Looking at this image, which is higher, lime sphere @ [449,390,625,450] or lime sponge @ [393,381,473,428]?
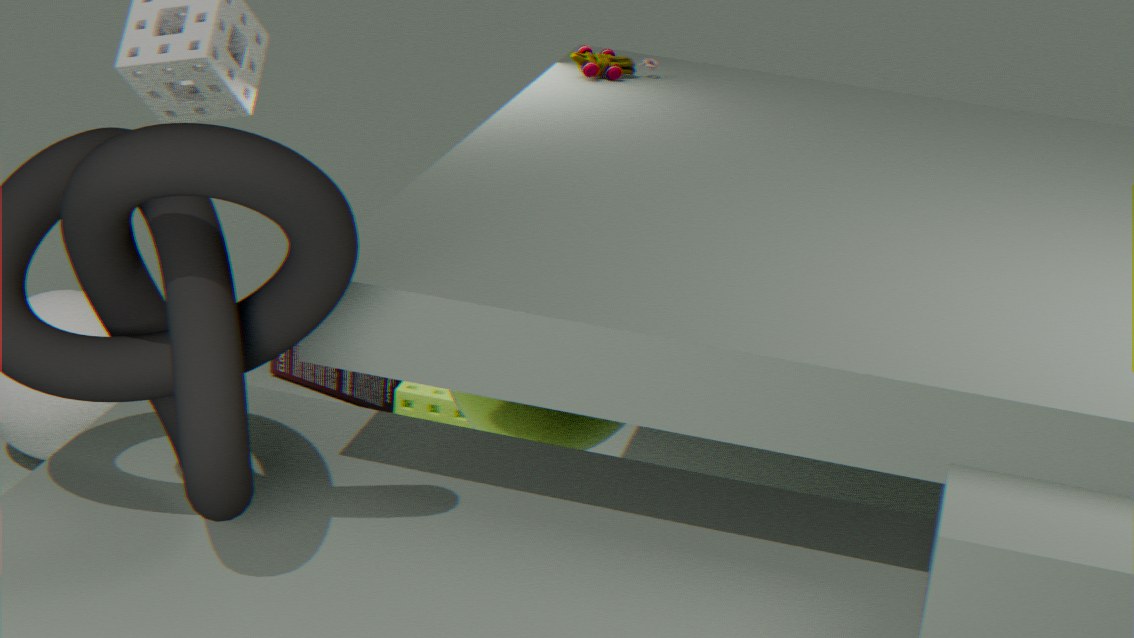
lime sphere @ [449,390,625,450]
